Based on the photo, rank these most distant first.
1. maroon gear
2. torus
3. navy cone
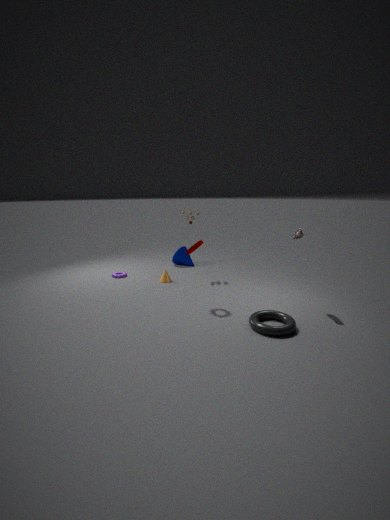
1. navy cone
2. maroon gear
3. torus
